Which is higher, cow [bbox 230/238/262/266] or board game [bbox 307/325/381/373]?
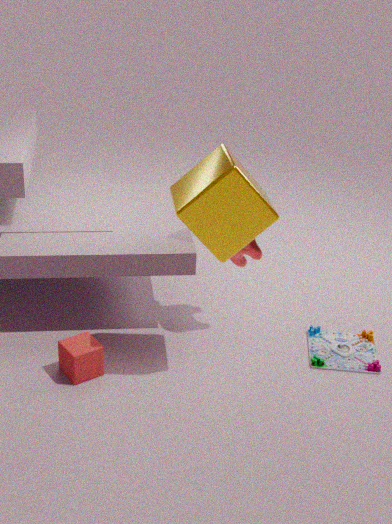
cow [bbox 230/238/262/266]
